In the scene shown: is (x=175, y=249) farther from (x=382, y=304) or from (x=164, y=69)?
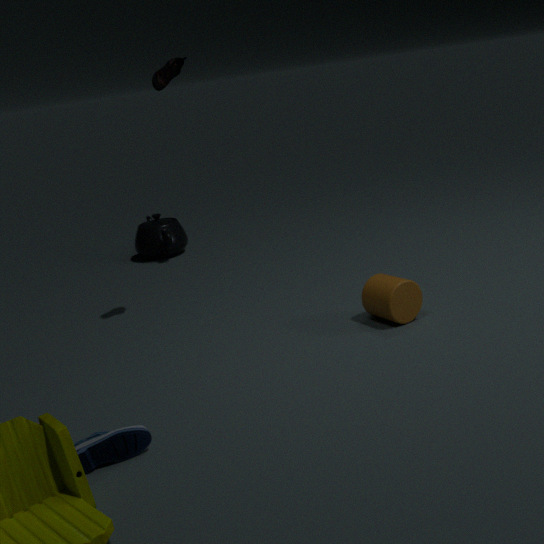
(x=382, y=304)
